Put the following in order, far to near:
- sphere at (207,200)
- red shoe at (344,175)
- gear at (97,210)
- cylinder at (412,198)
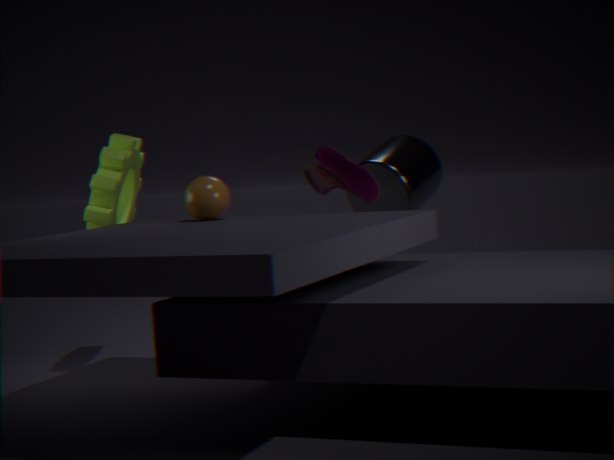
cylinder at (412,198) < red shoe at (344,175) < gear at (97,210) < sphere at (207,200)
